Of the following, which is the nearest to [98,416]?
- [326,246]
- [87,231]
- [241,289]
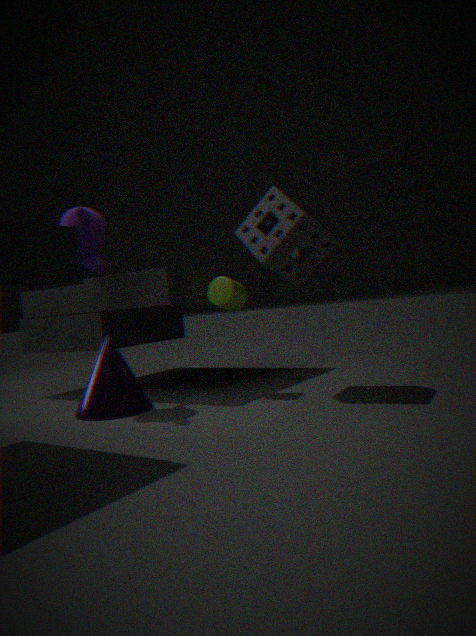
[241,289]
